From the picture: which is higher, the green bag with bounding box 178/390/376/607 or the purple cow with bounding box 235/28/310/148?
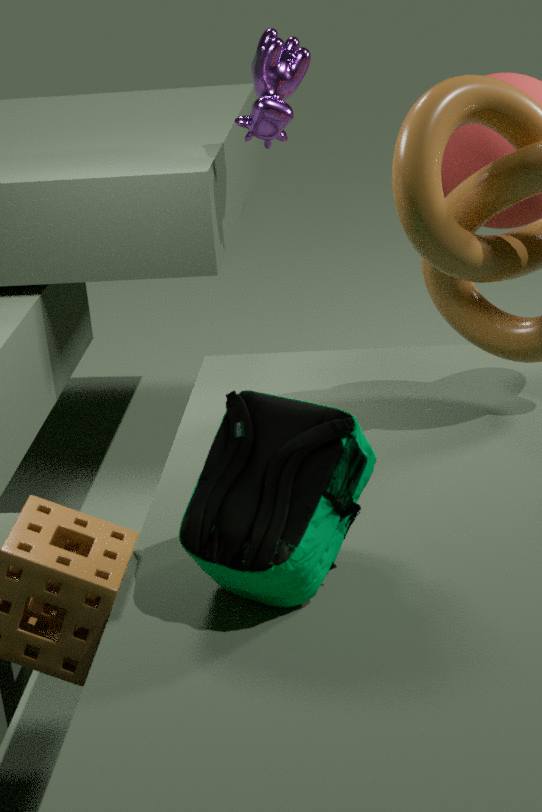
the purple cow with bounding box 235/28/310/148
